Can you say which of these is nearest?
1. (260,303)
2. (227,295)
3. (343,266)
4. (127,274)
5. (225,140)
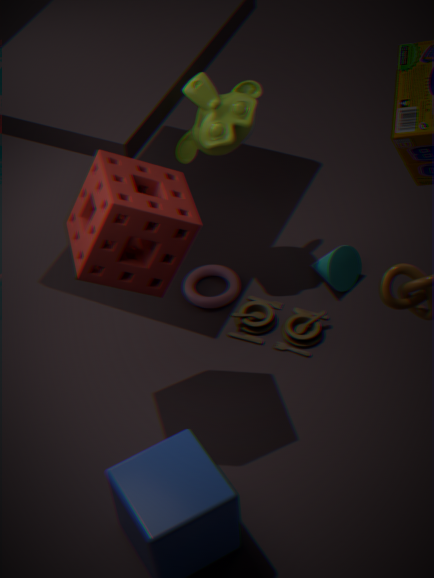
(127,274)
